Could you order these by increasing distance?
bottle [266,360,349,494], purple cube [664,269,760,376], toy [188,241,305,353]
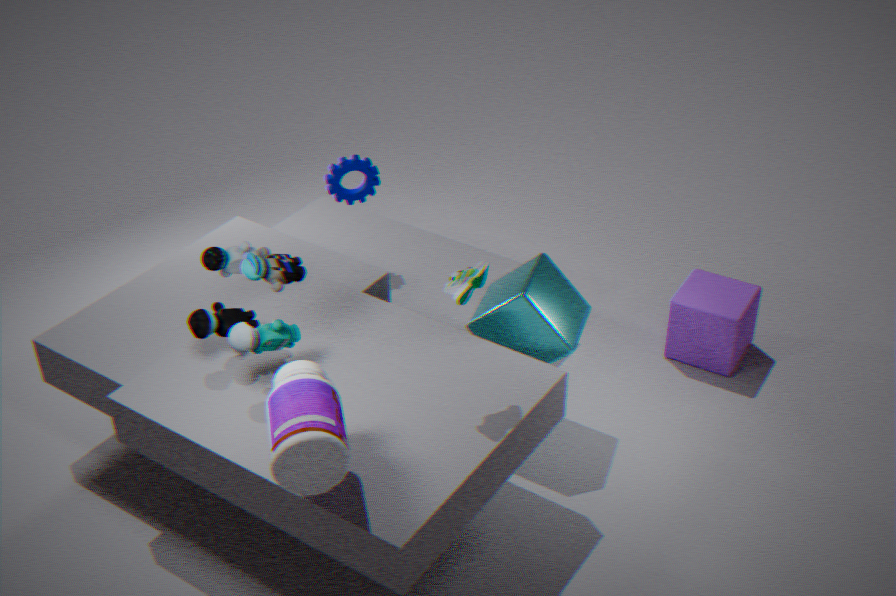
bottle [266,360,349,494], toy [188,241,305,353], purple cube [664,269,760,376]
